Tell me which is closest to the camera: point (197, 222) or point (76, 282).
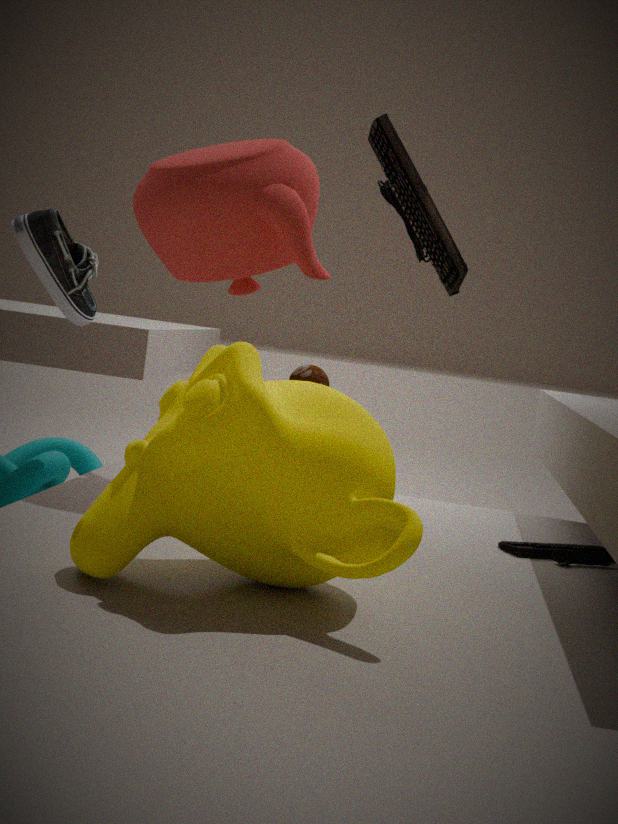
point (197, 222)
